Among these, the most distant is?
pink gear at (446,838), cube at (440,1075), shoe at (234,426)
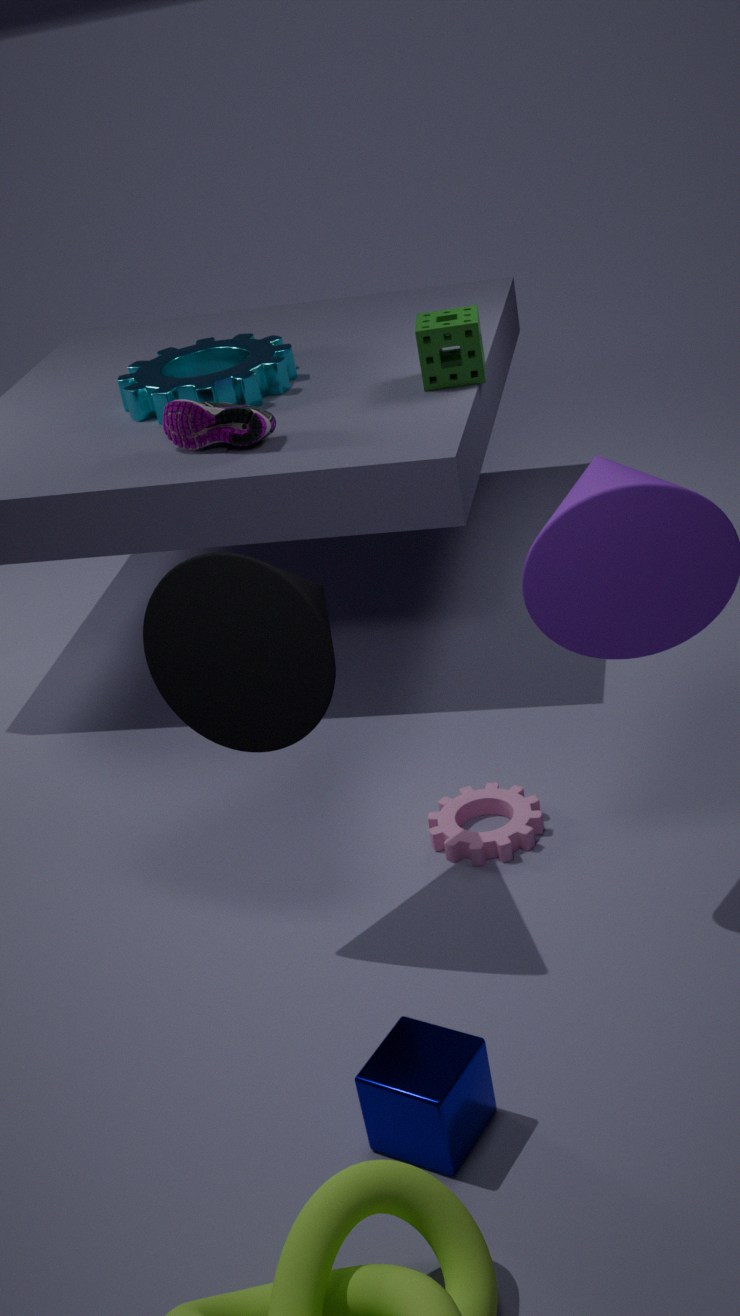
shoe at (234,426)
